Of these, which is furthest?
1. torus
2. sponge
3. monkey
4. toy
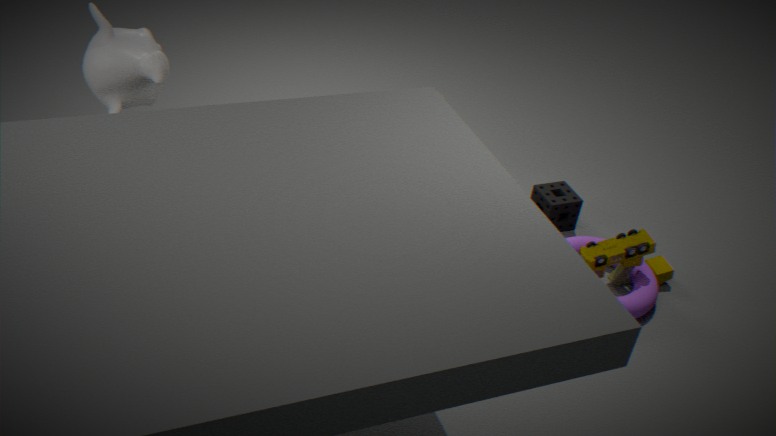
sponge
